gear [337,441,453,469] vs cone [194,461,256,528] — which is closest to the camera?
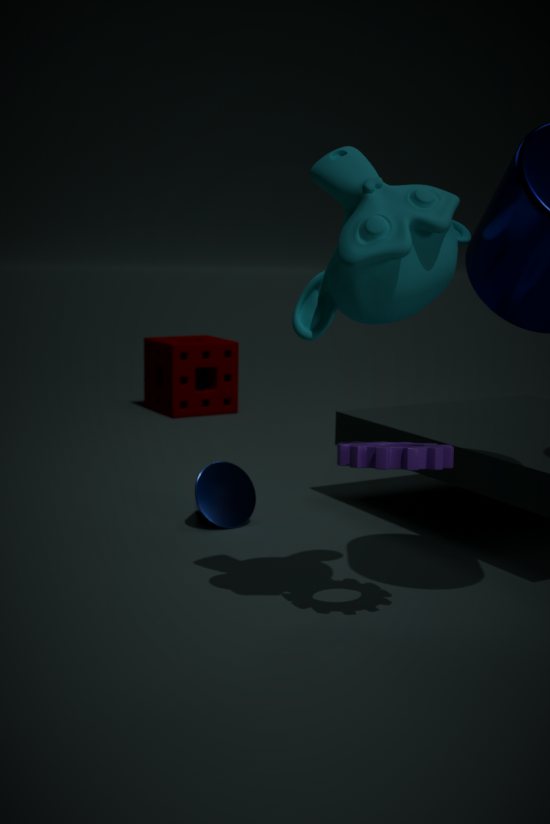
gear [337,441,453,469]
